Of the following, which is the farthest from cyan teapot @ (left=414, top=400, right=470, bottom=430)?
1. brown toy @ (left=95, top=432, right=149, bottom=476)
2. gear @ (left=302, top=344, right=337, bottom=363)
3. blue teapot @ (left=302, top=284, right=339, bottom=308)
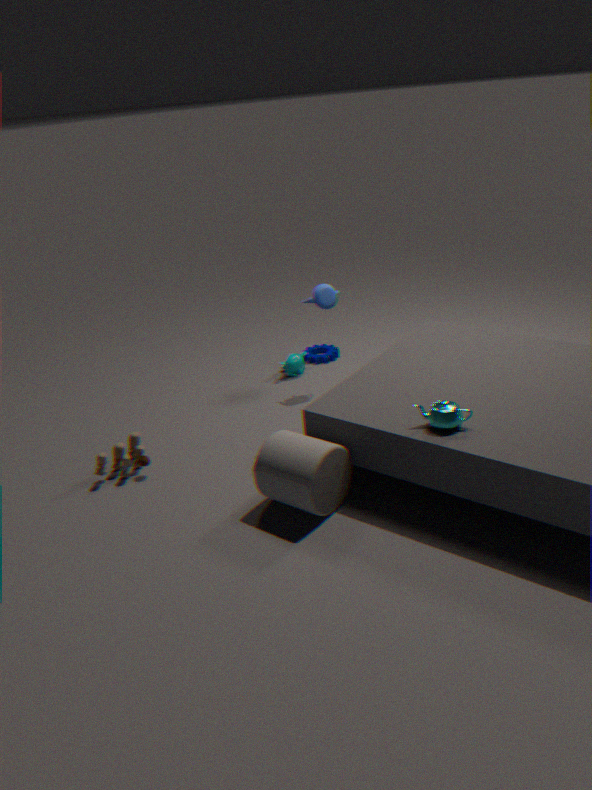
gear @ (left=302, top=344, right=337, bottom=363)
